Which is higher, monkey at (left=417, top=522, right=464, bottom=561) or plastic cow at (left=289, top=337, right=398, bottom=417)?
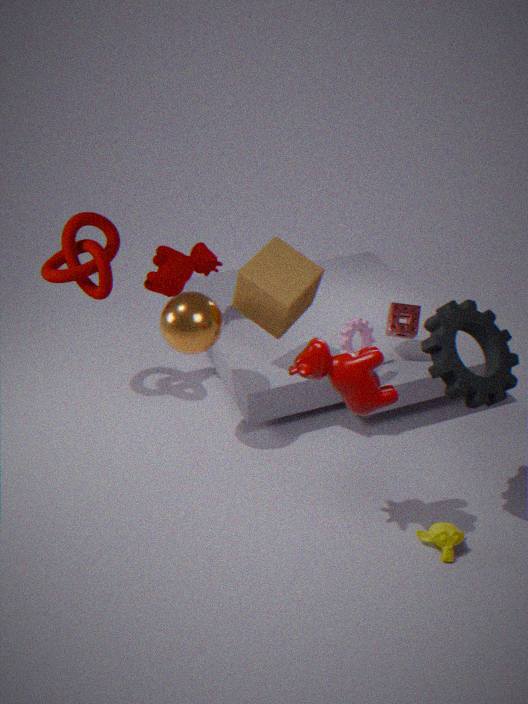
plastic cow at (left=289, top=337, right=398, bottom=417)
